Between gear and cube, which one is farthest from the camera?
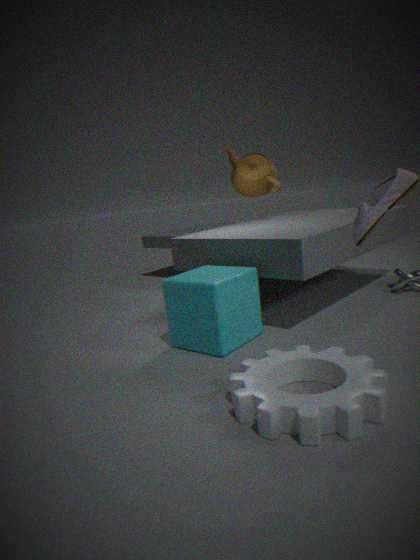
cube
